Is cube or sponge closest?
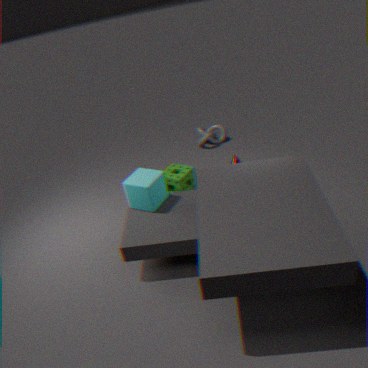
cube
